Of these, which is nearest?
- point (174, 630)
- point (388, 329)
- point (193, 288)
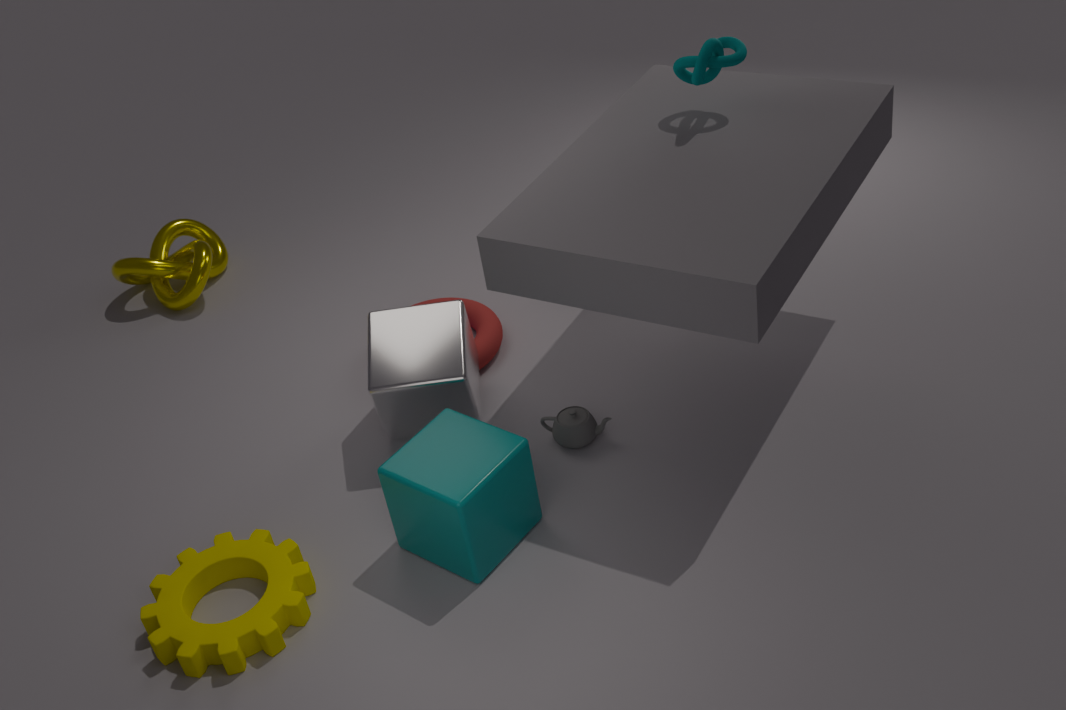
point (174, 630)
